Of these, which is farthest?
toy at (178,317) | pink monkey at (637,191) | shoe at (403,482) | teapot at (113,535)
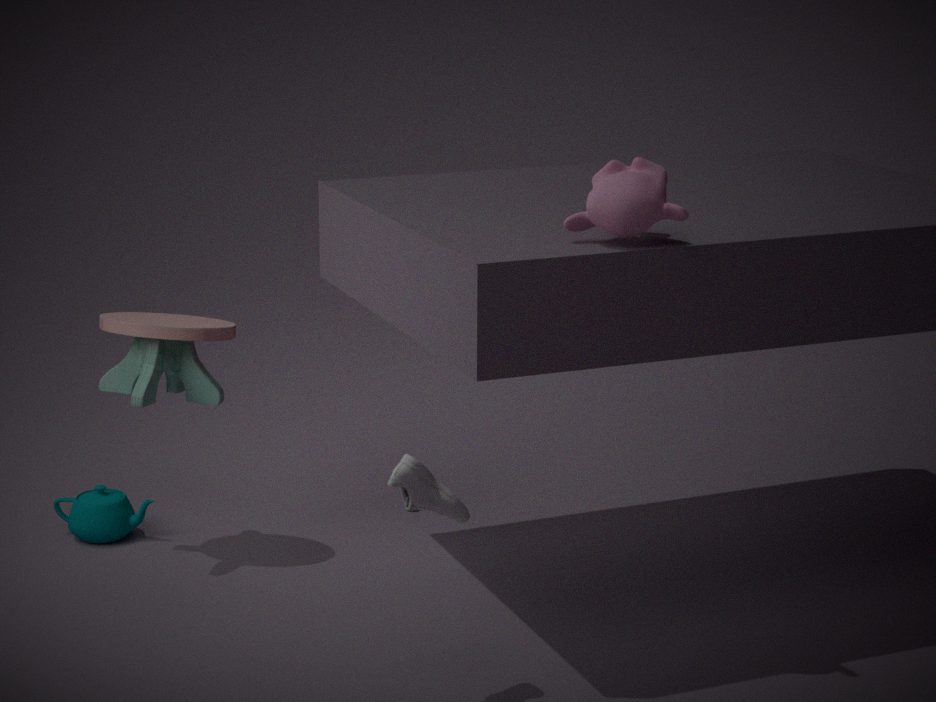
teapot at (113,535)
